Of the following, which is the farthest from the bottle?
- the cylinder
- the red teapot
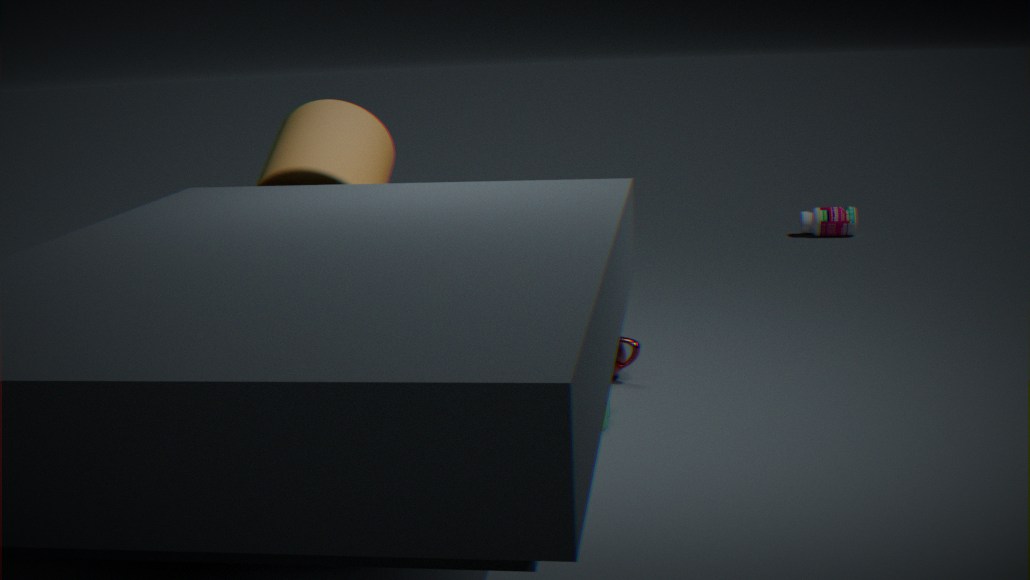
the cylinder
